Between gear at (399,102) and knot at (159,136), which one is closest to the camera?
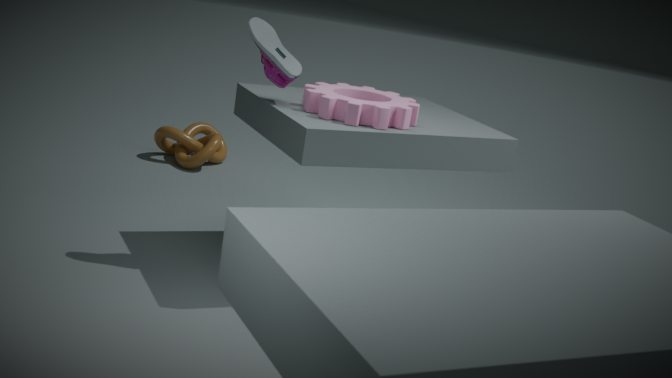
gear at (399,102)
